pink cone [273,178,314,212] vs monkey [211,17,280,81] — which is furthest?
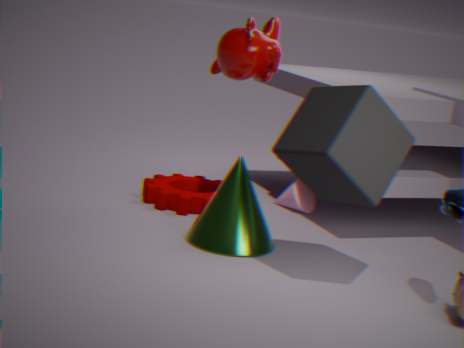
pink cone [273,178,314,212]
